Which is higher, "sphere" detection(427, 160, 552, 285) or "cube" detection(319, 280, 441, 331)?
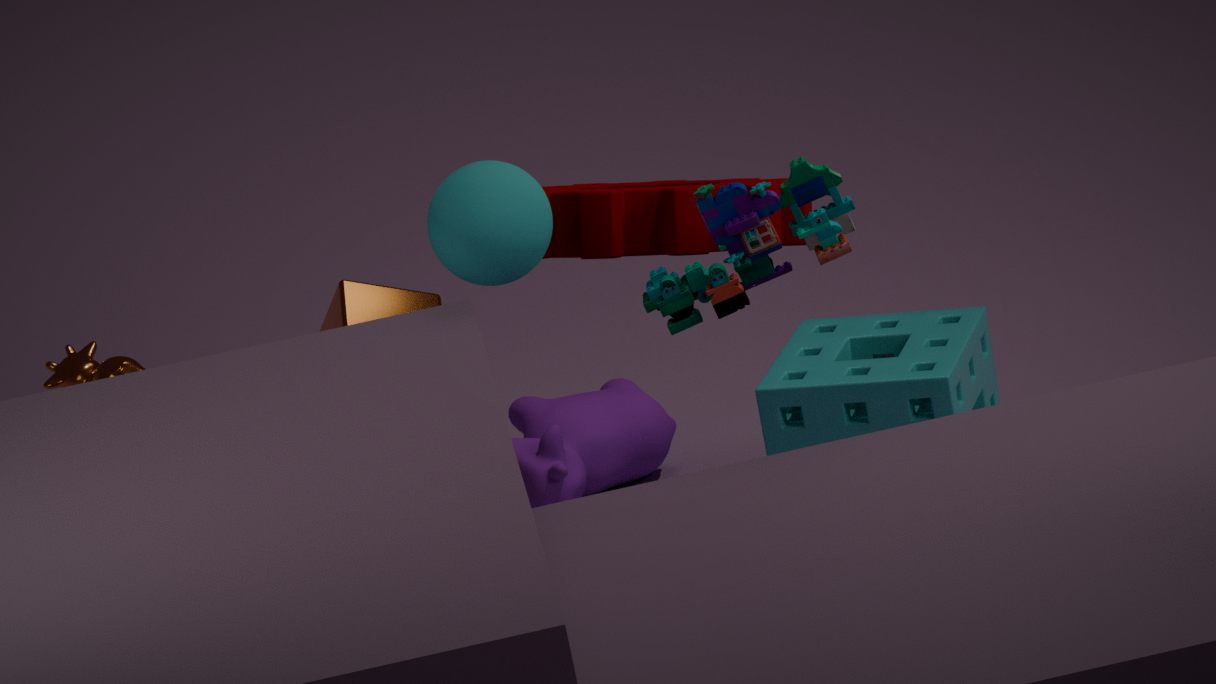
"sphere" detection(427, 160, 552, 285)
